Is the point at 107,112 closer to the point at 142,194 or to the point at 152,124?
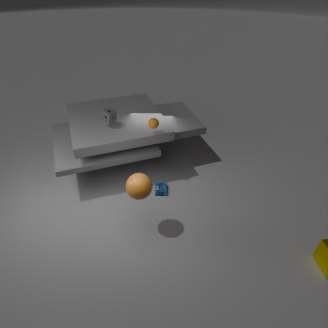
the point at 152,124
